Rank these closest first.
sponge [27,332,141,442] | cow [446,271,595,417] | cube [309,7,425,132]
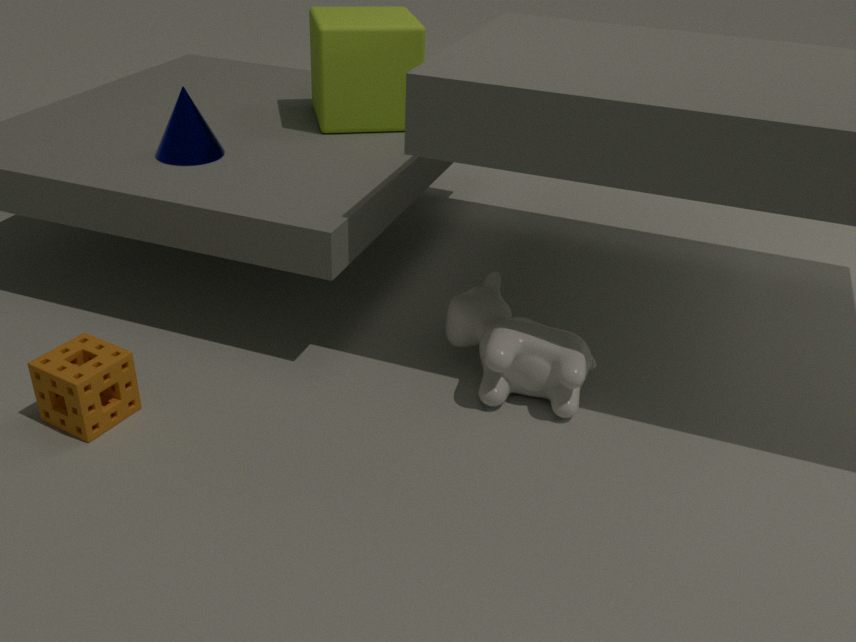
1. sponge [27,332,141,442]
2. cow [446,271,595,417]
3. cube [309,7,425,132]
